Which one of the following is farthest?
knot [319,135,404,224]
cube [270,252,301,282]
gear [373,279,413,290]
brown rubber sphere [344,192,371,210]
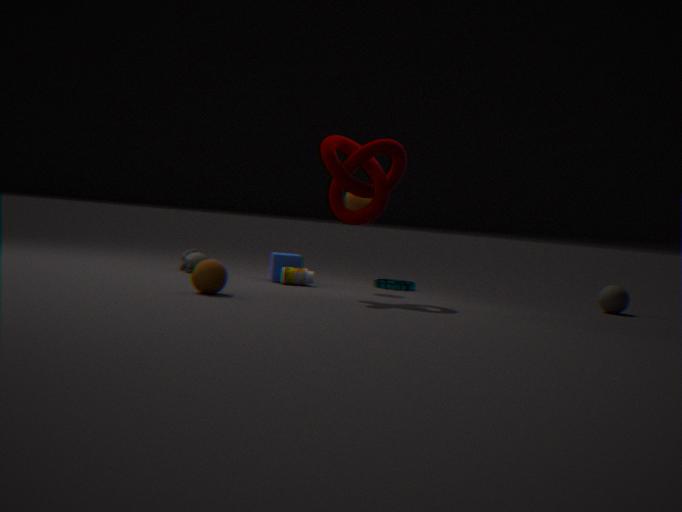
gear [373,279,413,290]
